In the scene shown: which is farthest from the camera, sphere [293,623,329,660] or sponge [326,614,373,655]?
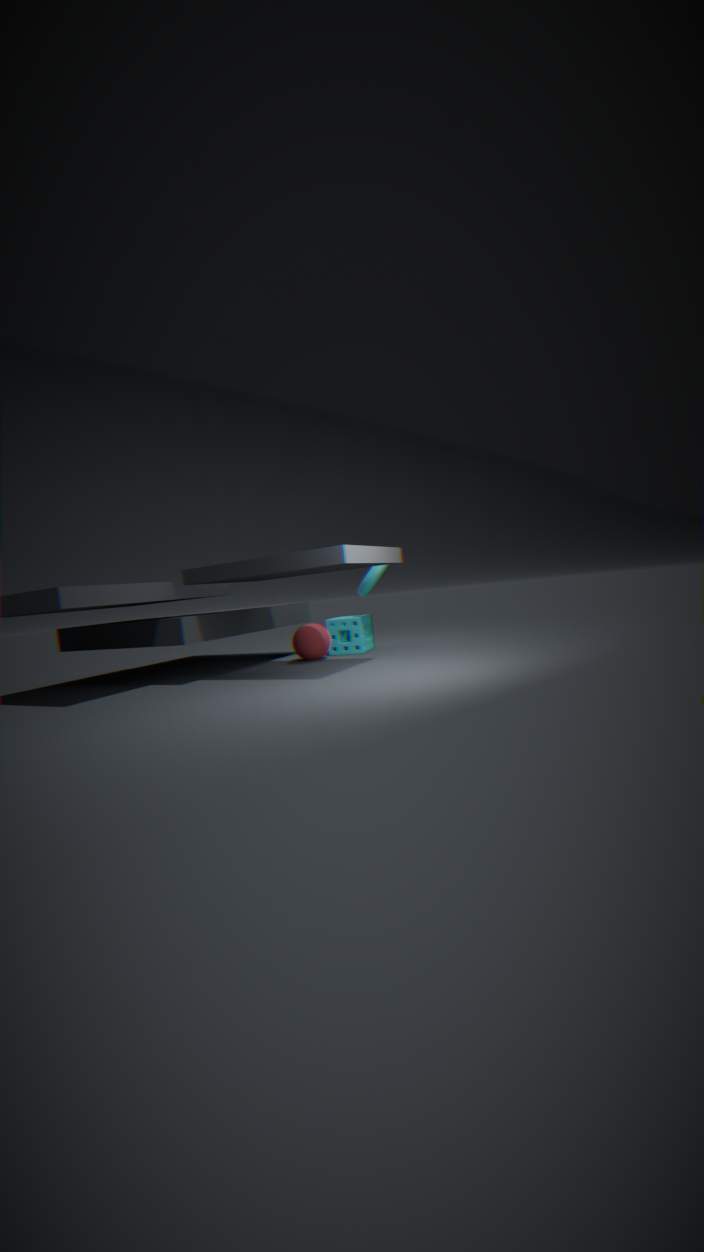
sponge [326,614,373,655]
